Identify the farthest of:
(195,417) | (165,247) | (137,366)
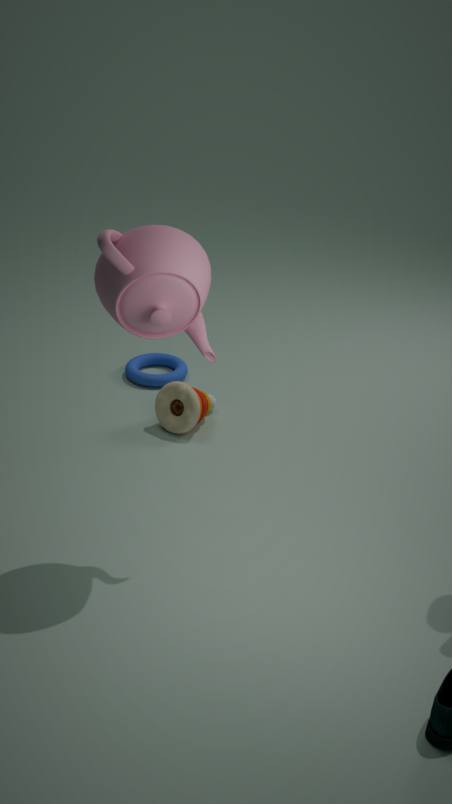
(137,366)
